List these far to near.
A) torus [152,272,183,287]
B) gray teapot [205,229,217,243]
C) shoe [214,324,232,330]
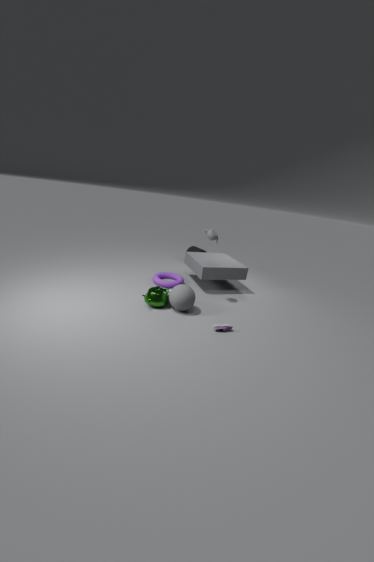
torus [152,272,183,287] < gray teapot [205,229,217,243] < shoe [214,324,232,330]
